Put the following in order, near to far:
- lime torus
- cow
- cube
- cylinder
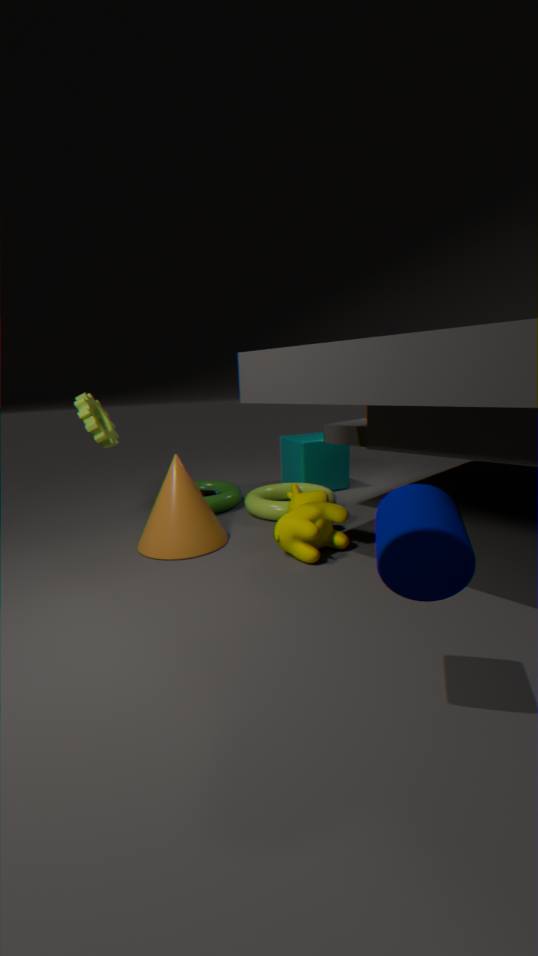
cylinder < cow < lime torus < cube
